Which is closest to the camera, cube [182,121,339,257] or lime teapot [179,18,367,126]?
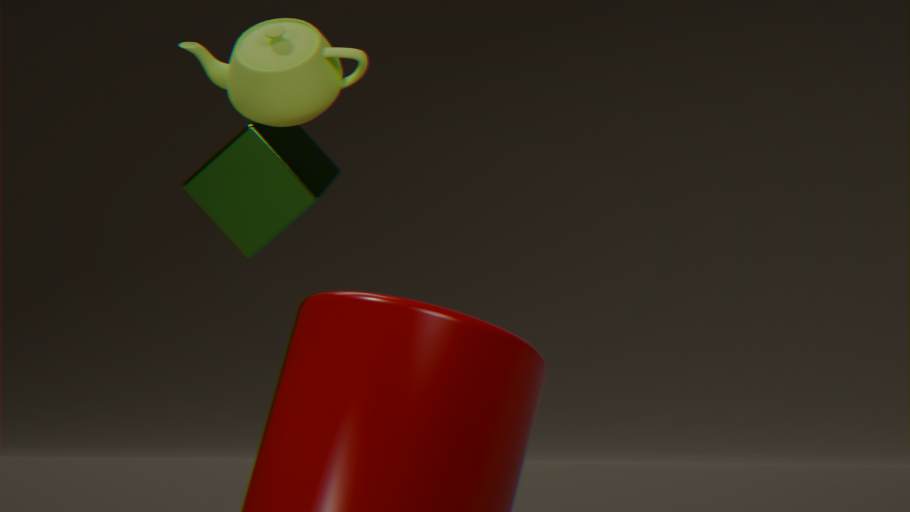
lime teapot [179,18,367,126]
